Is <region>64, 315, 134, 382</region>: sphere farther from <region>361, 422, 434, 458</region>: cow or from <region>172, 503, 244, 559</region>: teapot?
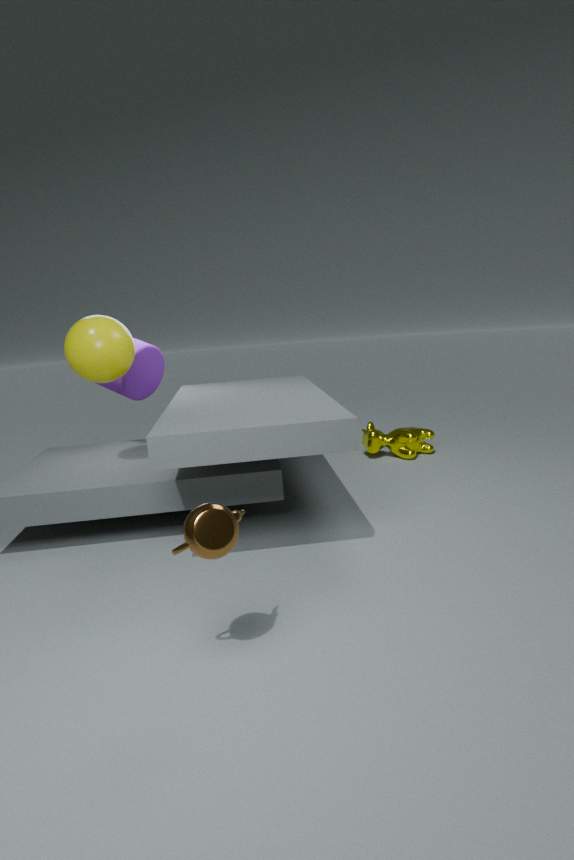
<region>361, 422, 434, 458</region>: cow
